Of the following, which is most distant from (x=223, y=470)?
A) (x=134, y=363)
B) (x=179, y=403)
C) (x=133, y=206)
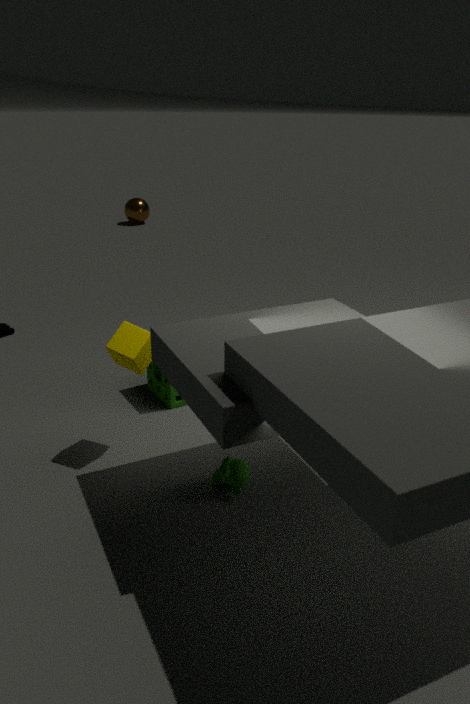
(x=133, y=206)
